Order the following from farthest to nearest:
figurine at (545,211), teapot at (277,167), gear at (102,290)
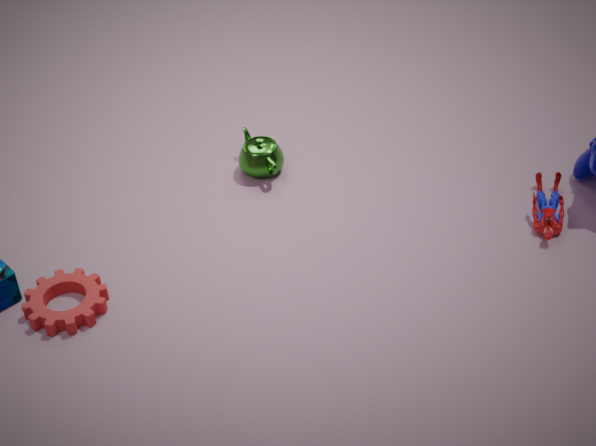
teapot at (277,167)
figurine at (545,211)
gear at (102,290)
